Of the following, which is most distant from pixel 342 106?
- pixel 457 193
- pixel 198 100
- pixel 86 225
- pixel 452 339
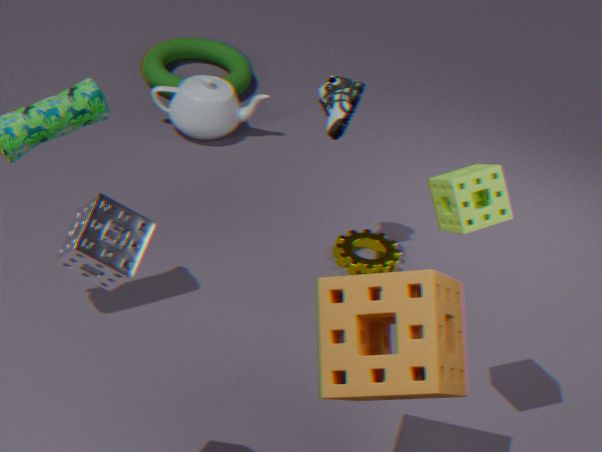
pixel 86 225
